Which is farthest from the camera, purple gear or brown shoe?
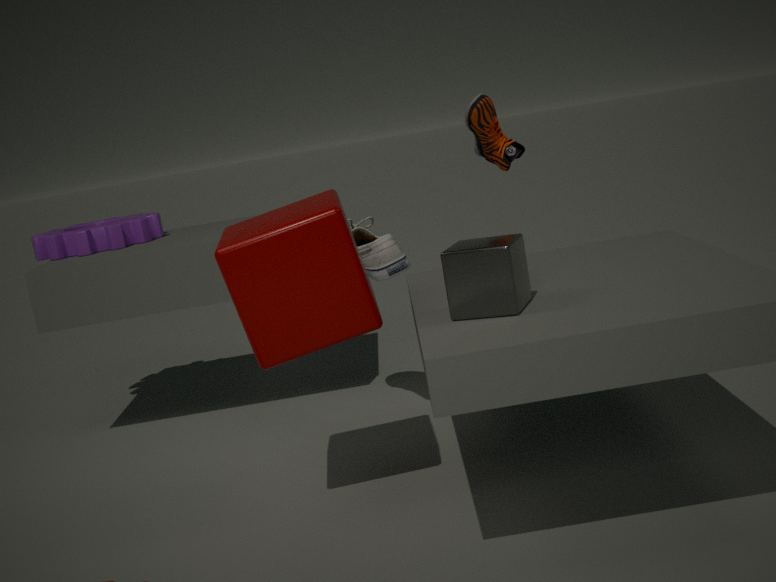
purple gear
